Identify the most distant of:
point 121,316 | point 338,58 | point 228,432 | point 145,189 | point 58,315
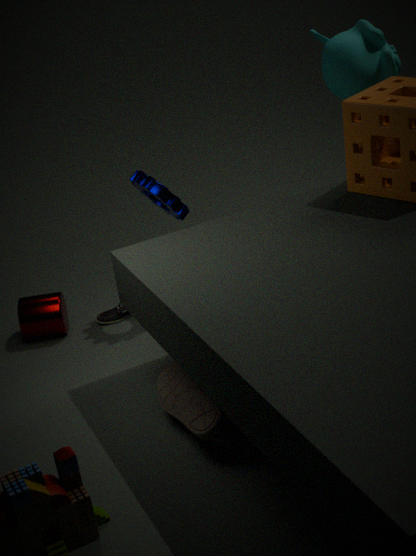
point 121,316
